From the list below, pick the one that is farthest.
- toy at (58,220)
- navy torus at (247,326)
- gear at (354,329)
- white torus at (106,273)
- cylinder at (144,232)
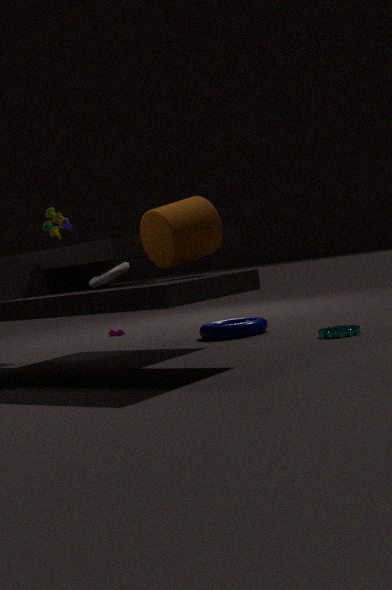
toy at (58,220)
